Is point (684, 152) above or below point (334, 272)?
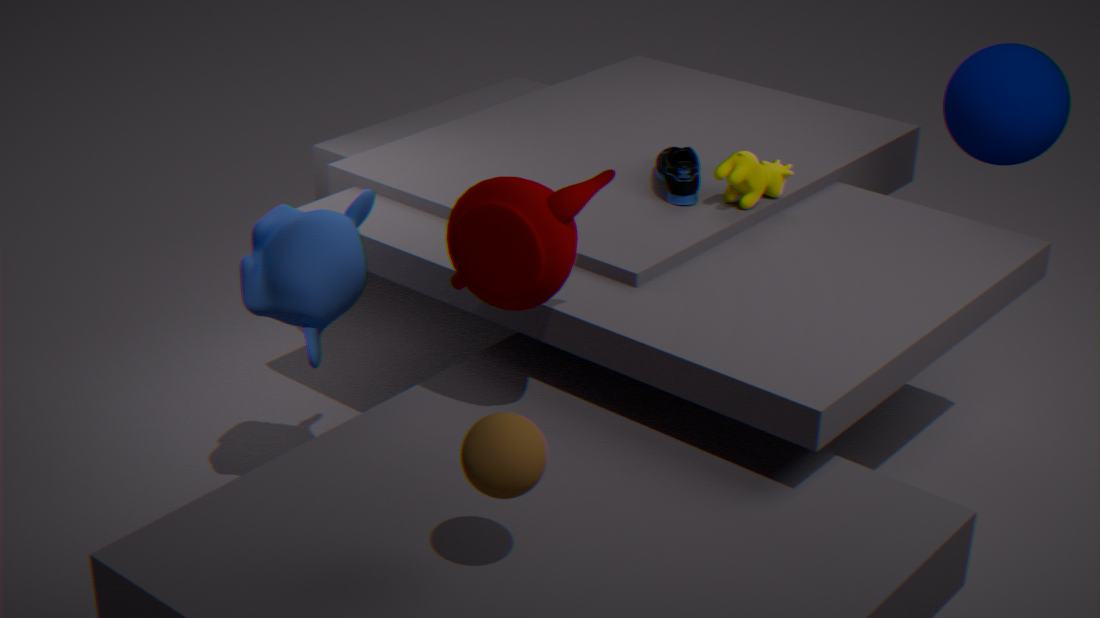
above
